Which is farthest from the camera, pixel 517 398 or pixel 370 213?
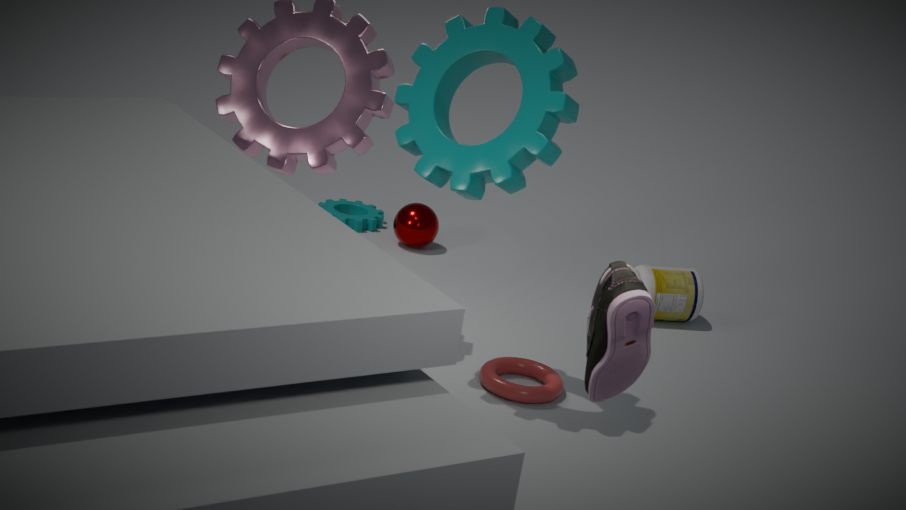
pixel 370 213
